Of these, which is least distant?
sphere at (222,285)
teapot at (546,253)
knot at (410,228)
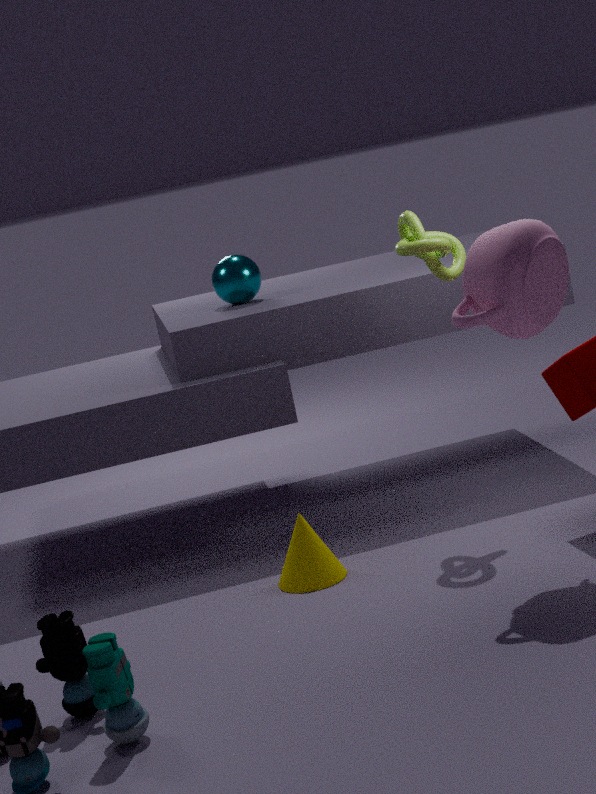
teapot at (546,253)
